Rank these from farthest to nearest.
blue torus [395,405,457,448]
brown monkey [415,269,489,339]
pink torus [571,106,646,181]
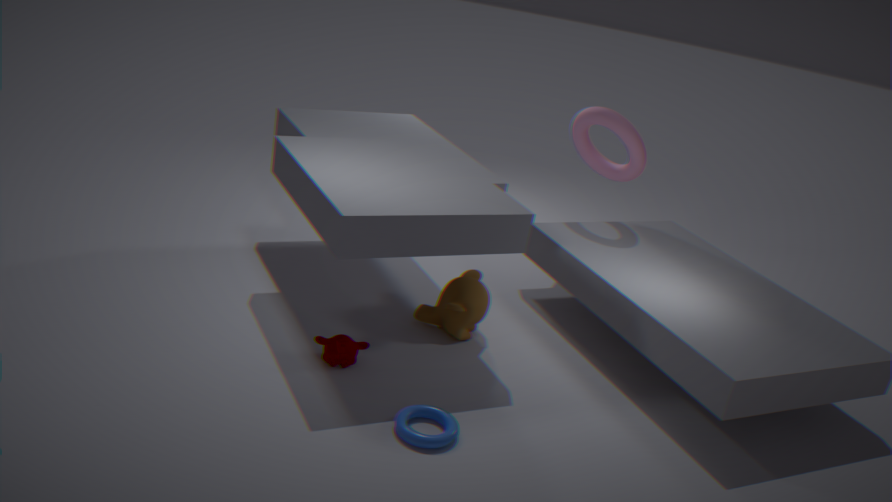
pink torus [571,106,646,181]
brown monkey [415,269,489,339]
blue torus [395,405,457,448]
